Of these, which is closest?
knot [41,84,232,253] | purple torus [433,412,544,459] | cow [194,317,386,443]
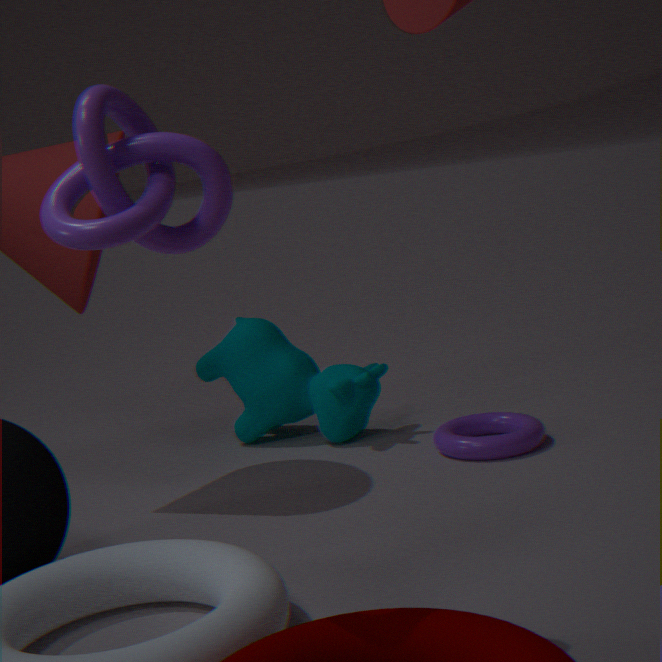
knot [41,84,232,253]
